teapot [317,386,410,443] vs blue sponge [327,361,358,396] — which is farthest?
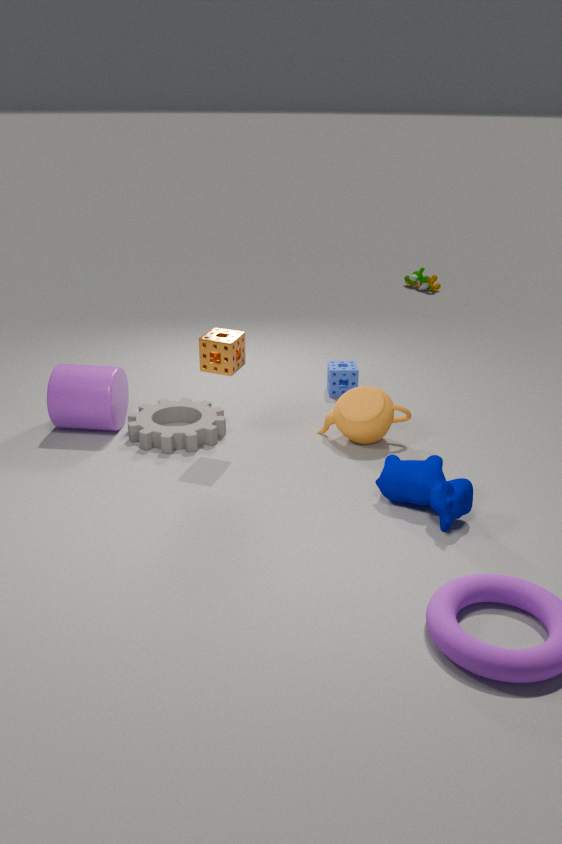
blue sponge [327,361,358,396]
